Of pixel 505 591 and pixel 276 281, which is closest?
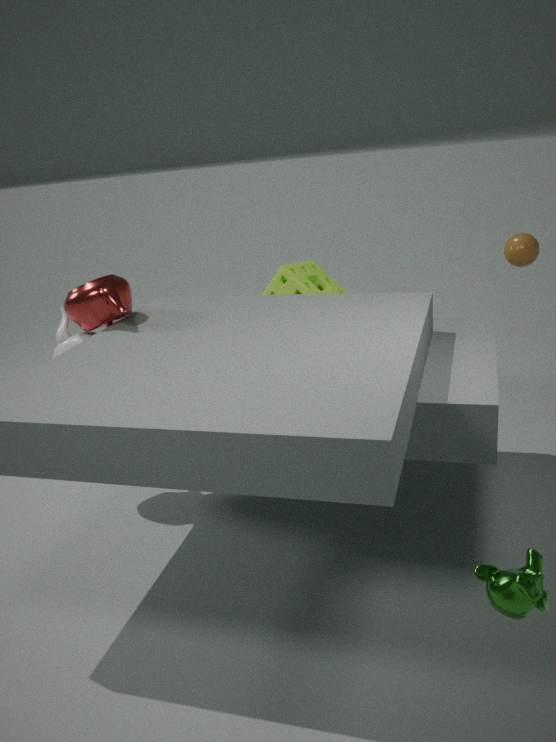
pixel 505 591
